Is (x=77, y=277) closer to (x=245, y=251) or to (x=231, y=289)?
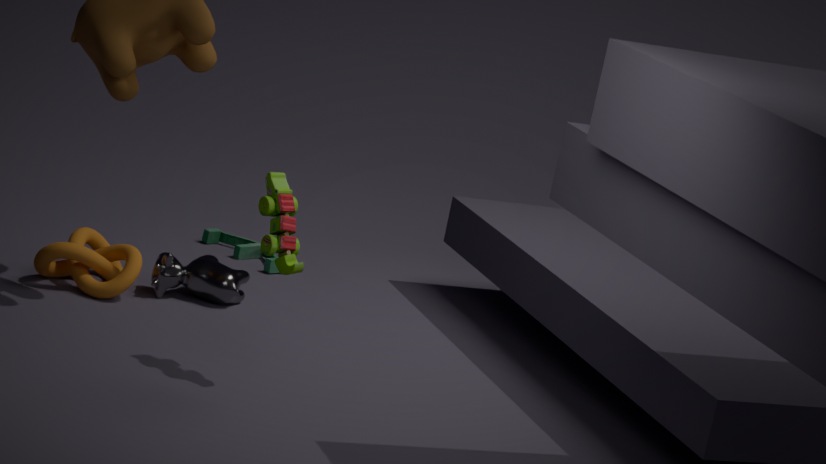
(x=231, y=289)
